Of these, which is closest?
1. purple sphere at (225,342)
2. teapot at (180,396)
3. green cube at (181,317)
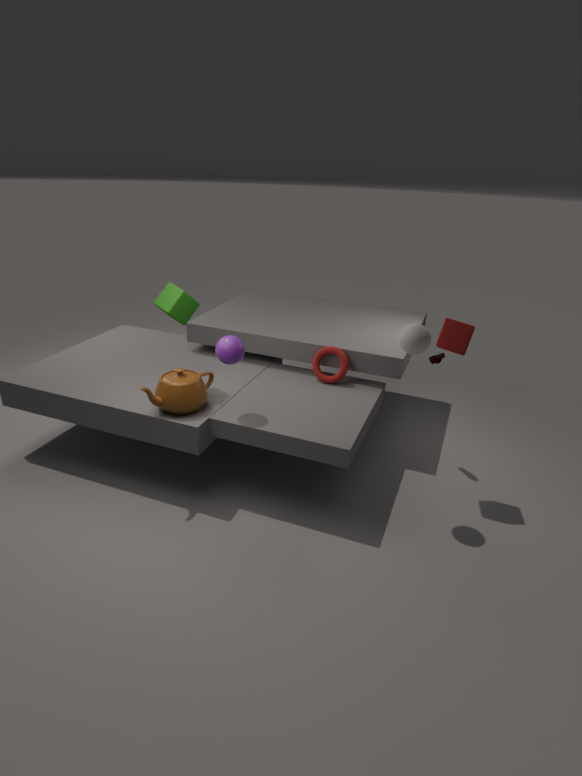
purple sphere at (225,342)
